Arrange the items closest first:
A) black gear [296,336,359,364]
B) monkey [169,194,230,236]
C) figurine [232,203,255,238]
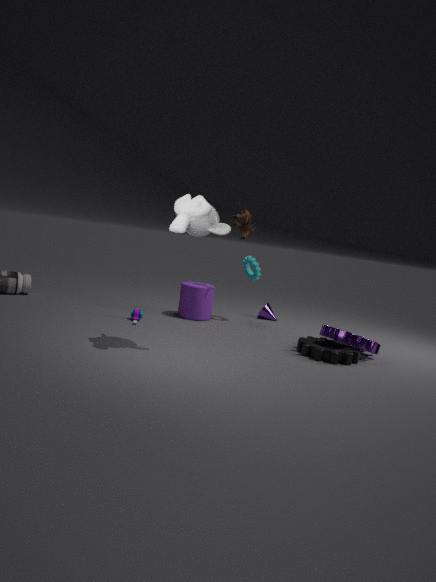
monkey [169,194,230,236]
black gear [296,336,359,364]
figurine [232,203,255,238]
